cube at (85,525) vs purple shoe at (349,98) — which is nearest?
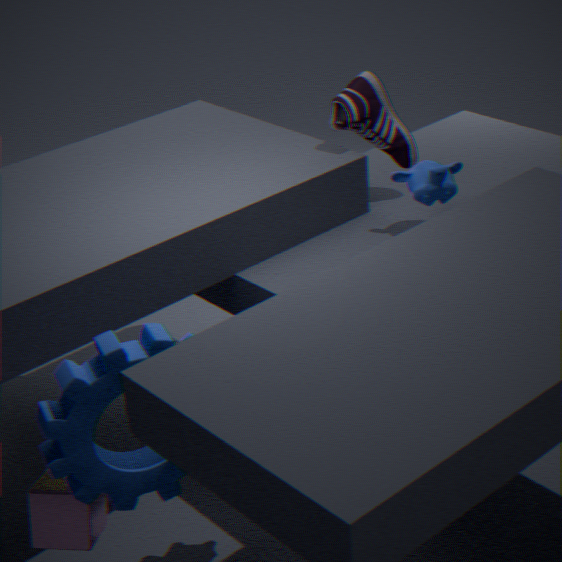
cube at (85,525)
